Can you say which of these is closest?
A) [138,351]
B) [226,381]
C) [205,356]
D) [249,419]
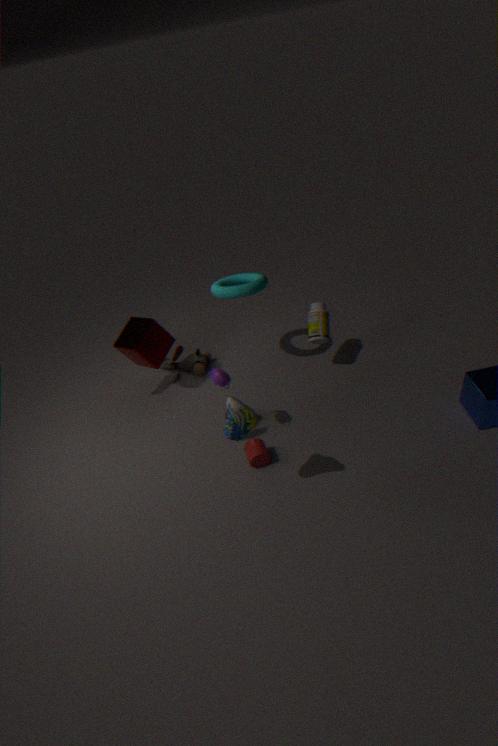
[249,419]
